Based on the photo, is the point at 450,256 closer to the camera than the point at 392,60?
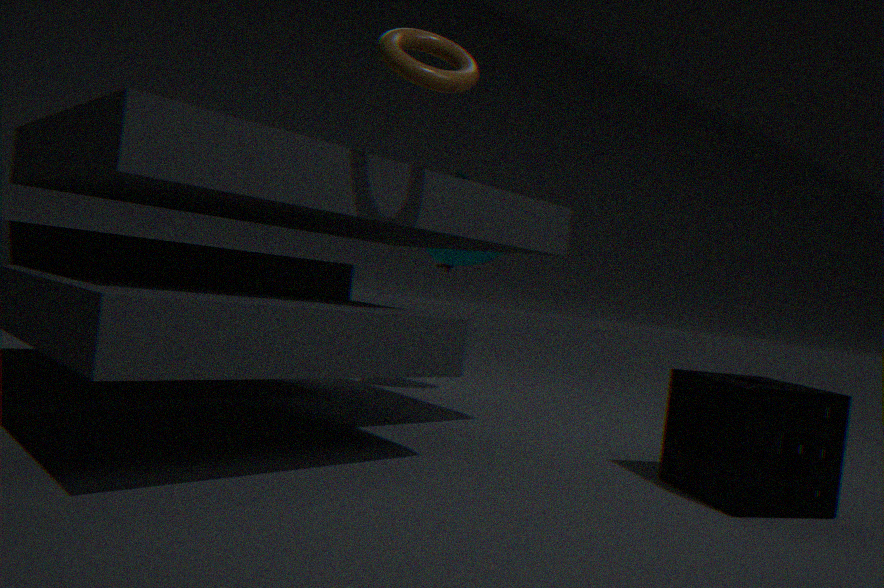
No
